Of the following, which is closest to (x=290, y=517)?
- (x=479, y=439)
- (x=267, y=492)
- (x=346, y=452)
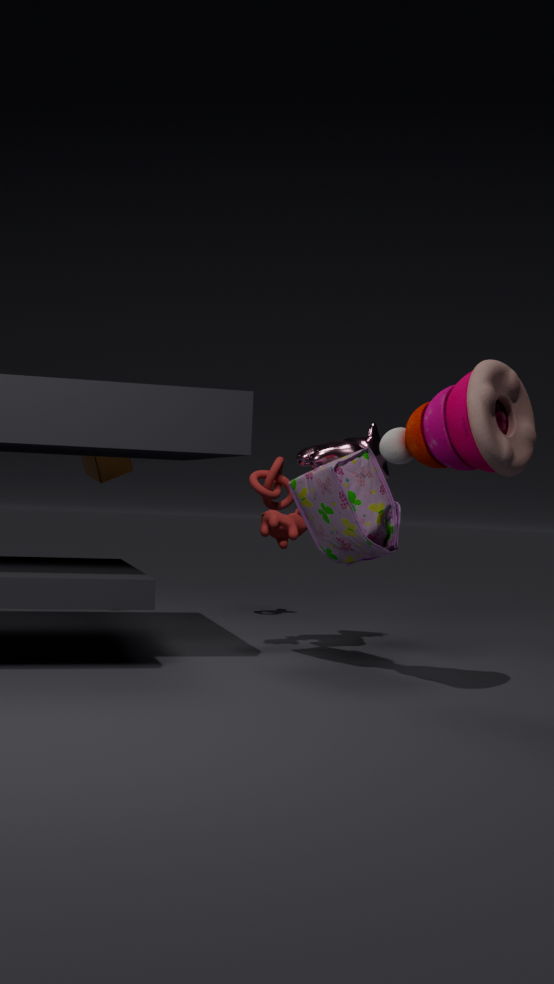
(x=346, y=452)
